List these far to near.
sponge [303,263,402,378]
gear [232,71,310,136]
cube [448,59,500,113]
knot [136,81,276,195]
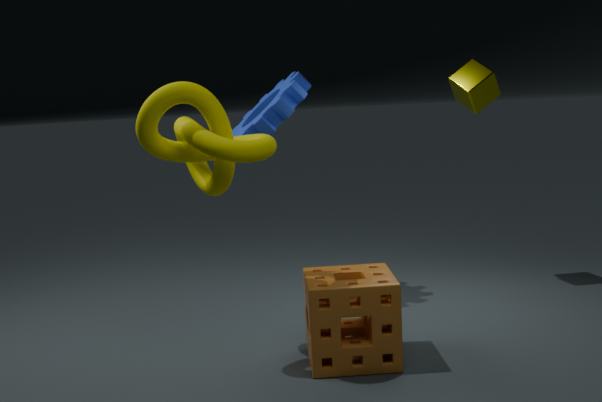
cube [448,59,500,113] < gear [232,71,310,136] < sponge [303,263,402,378] < knot [136,81,276,195]
